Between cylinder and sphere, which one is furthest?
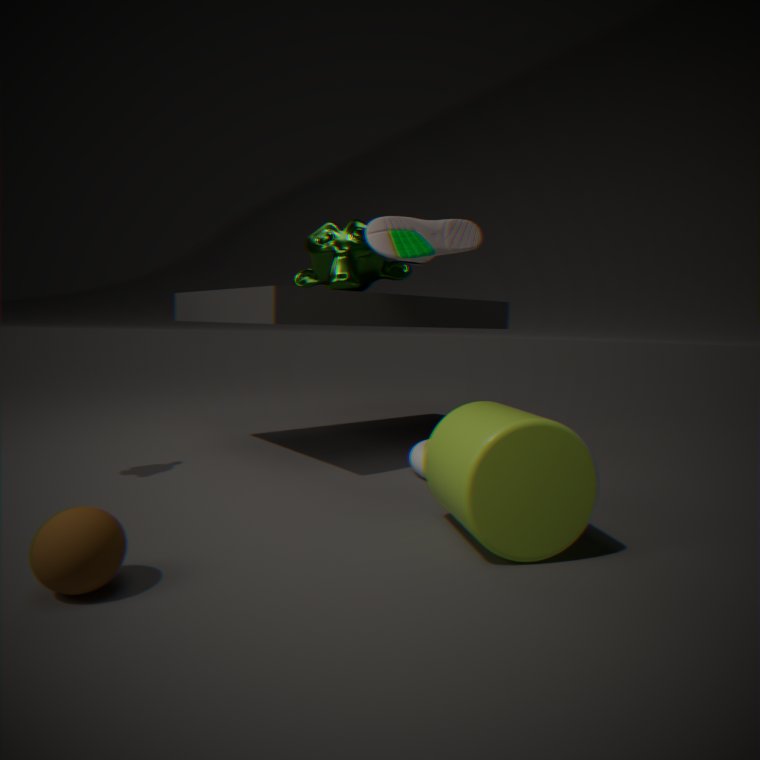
cylinder
